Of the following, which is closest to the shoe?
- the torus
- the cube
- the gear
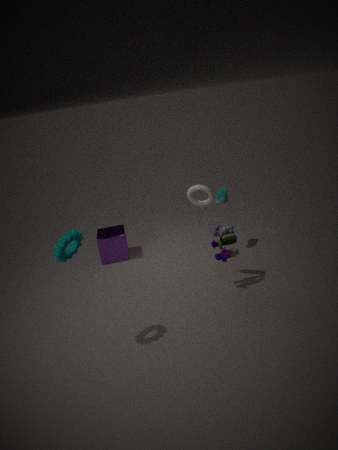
the torus
